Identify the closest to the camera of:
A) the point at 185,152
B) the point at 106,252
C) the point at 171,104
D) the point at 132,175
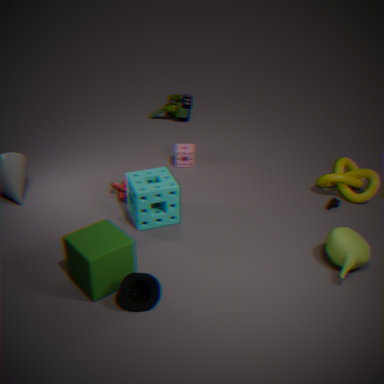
the point at 106,252
